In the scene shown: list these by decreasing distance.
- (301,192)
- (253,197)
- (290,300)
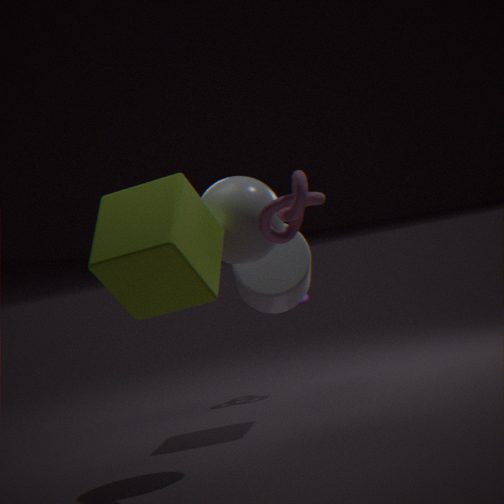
(290,300) < (253,197) < (301,192)
